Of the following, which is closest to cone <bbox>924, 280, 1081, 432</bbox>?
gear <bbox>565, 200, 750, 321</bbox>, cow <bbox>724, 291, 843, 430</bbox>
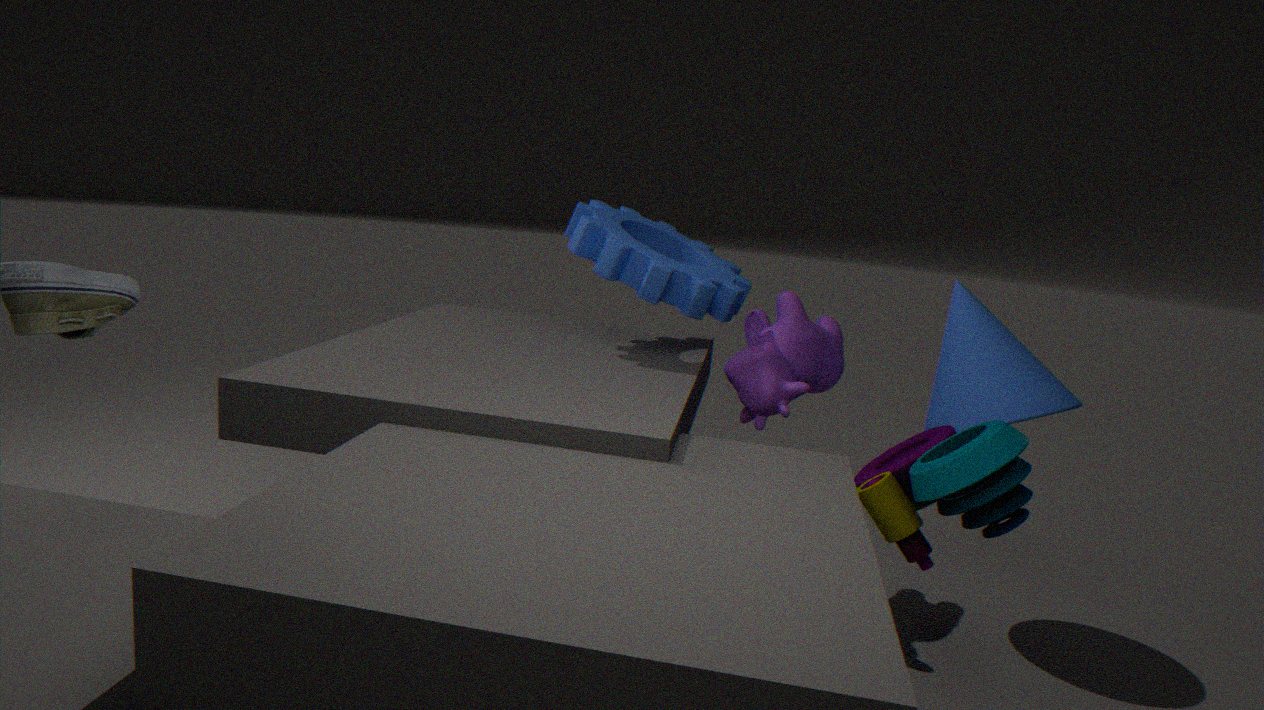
cow <bbox>724, 291, 843, 430</bbox>
